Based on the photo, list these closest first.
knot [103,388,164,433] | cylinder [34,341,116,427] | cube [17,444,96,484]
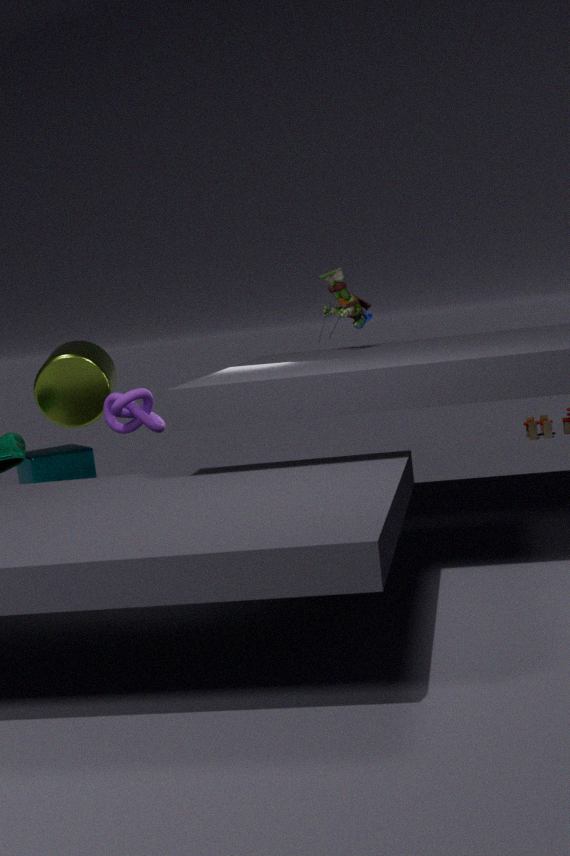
knot [103,388,164,433] < cylinder [34,341,116,427] < cube [17,444,96,484]
